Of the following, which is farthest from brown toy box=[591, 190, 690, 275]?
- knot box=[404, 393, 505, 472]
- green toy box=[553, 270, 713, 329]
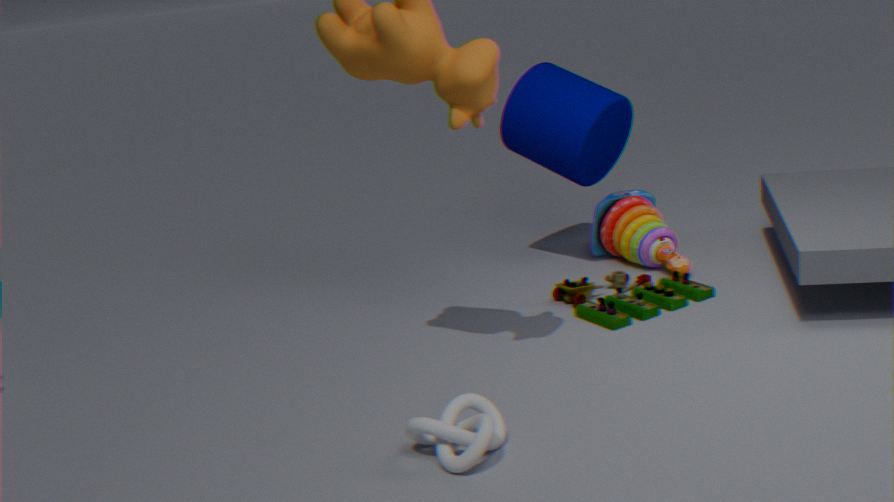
knot box=[404, 393, 505, 472]
